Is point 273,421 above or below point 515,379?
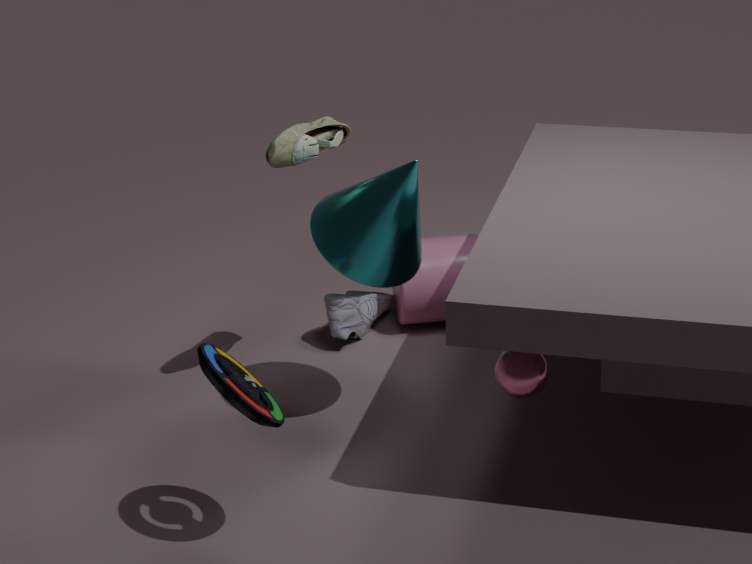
above
